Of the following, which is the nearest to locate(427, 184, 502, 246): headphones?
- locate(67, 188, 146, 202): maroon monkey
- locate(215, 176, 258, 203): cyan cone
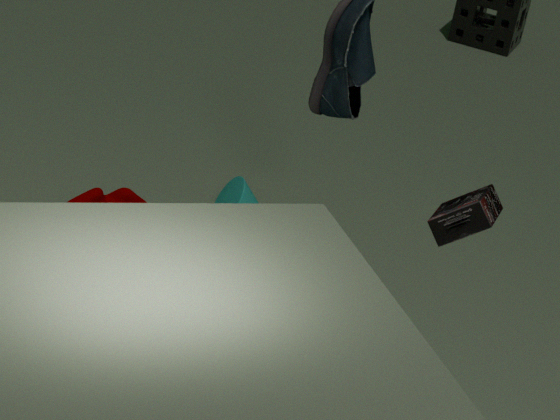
locate(67, 188, 146, 202): maroon monkey
